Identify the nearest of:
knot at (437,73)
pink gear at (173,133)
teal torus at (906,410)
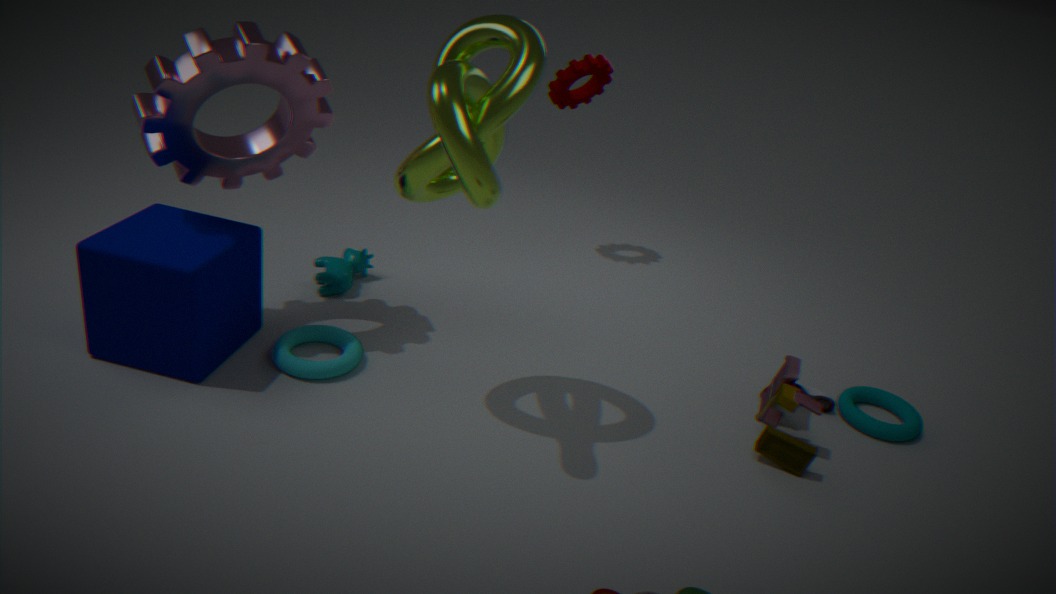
knot at (437,73)
